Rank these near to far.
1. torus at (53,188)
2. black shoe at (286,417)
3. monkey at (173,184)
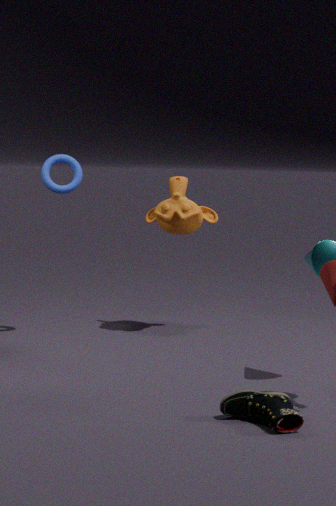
black shoe at (286,417) < torus at (53,188) < monkey at (173,184)
